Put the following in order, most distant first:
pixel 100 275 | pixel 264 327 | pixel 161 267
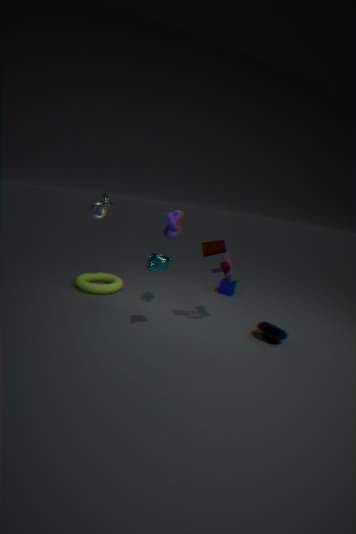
1. pixel 100 275
2. pixel 264 327
3. pixel 161 267
